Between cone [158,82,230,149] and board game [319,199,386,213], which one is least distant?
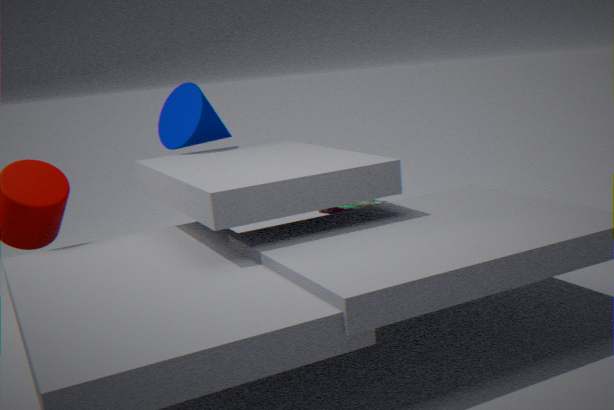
cone [158,82,230,149]
